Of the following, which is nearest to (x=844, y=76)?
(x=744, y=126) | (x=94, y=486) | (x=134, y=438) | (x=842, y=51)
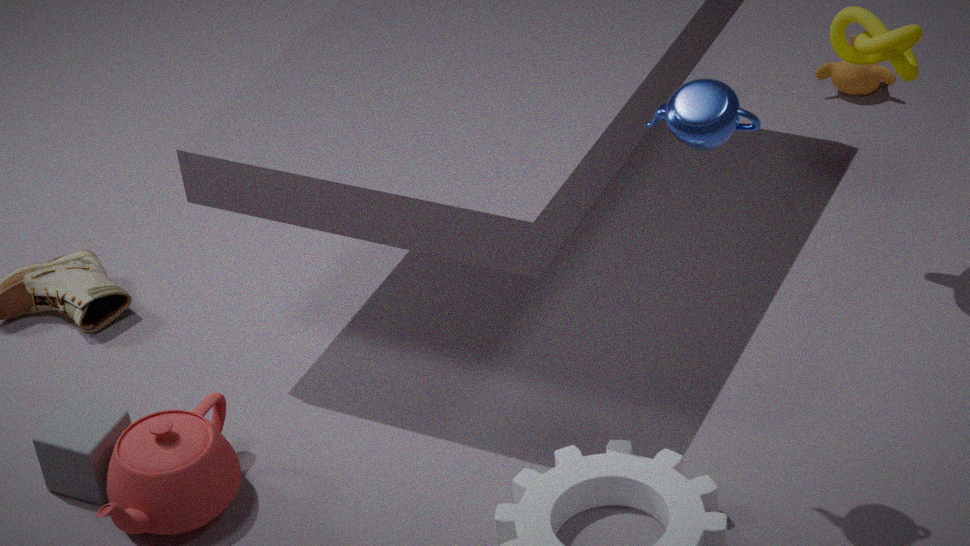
(x=842, y=51)
